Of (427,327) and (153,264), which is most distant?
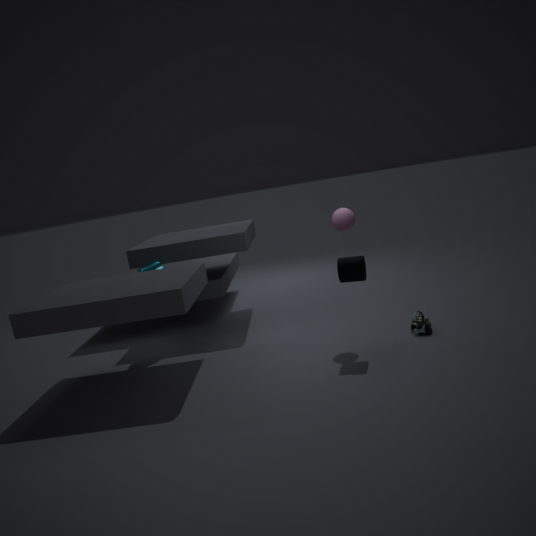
(153,264)
